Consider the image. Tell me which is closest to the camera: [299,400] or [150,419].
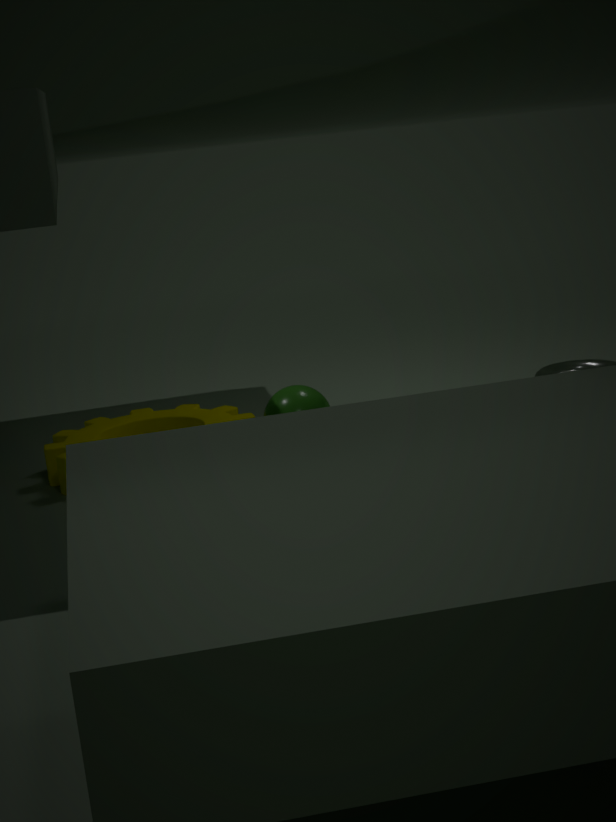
[299,400]
